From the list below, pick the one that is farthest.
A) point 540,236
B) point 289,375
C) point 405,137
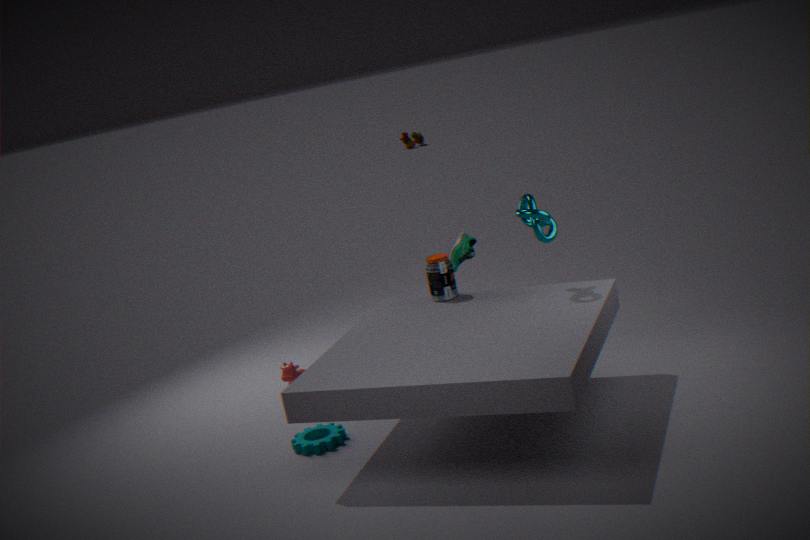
point 405,137
